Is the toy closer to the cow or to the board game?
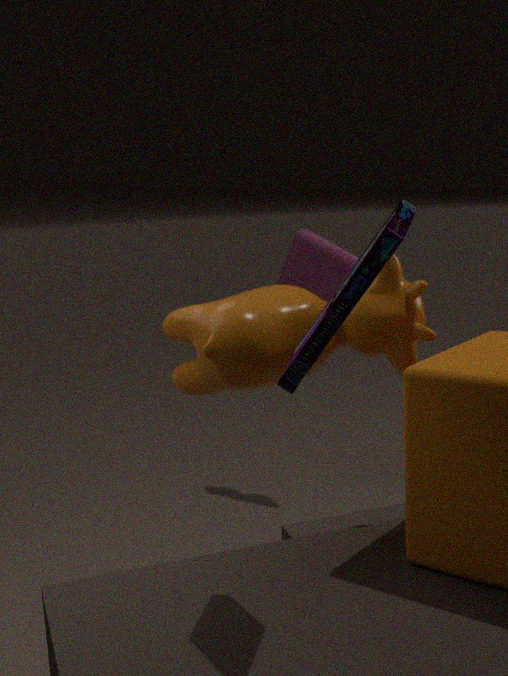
the cow
